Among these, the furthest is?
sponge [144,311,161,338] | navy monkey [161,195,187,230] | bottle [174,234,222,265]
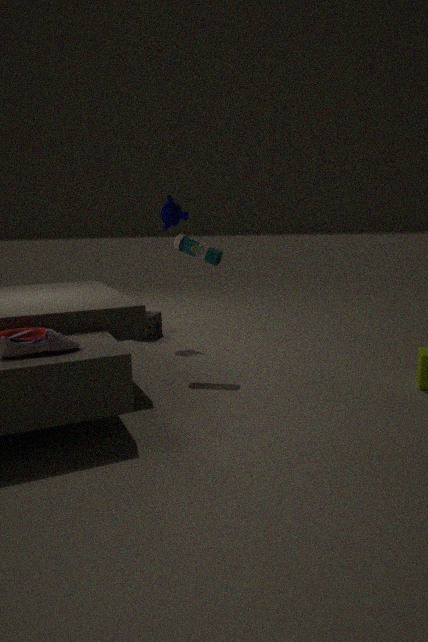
sponge [144,311,161,338]
